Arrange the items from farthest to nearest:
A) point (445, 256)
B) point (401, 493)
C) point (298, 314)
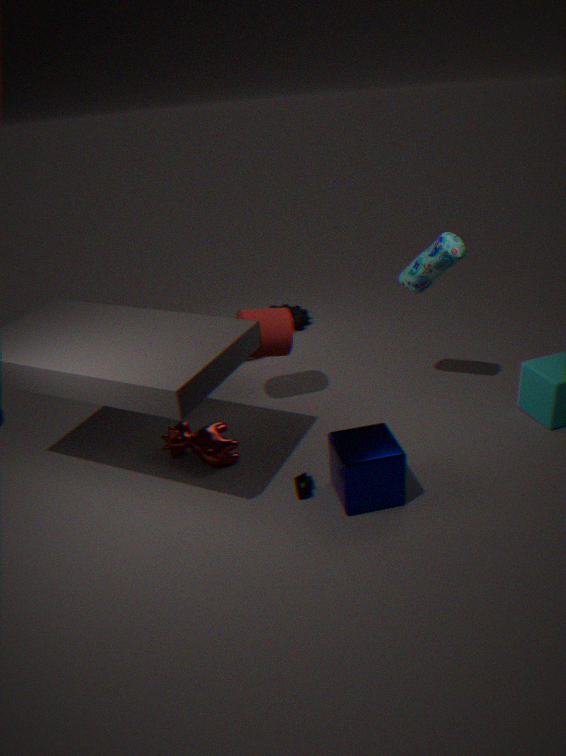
point (298, 314) → point (445, 256) → point (401, 493)
